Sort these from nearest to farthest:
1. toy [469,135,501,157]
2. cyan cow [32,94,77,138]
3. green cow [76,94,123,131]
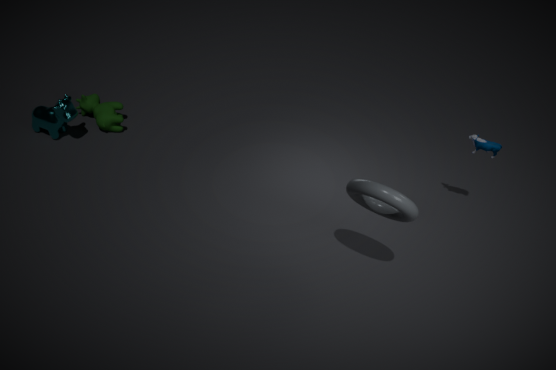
toy [469,135,501,157] → cyan cow [32,94,77,138] → green cow [76,94,123,131]
